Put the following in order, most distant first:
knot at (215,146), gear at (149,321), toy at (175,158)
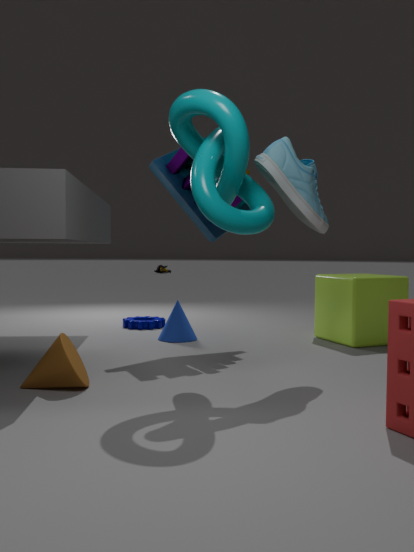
gear at (149,321) < toy at (175,158) < knot at (215,146)
